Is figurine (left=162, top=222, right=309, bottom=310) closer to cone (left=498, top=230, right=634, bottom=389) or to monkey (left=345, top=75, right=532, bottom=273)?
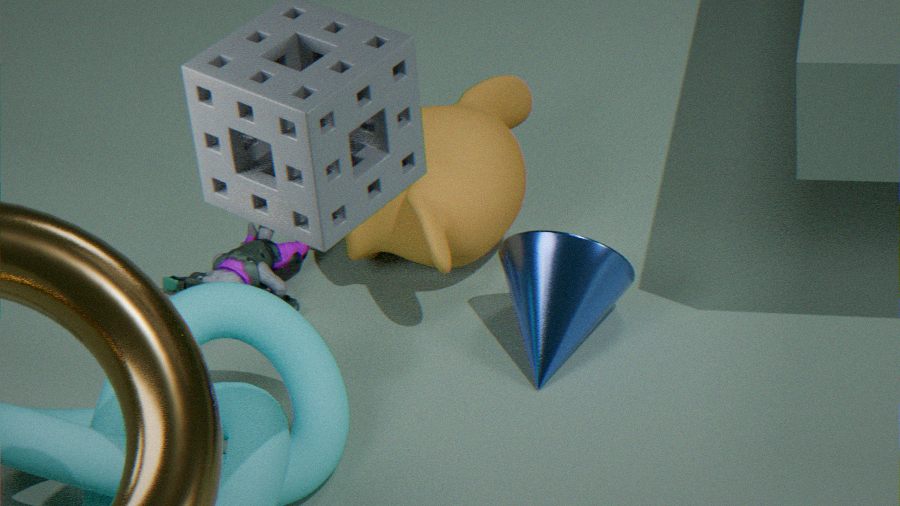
monkey (left=345, top=75, right=532, bottom=273)
